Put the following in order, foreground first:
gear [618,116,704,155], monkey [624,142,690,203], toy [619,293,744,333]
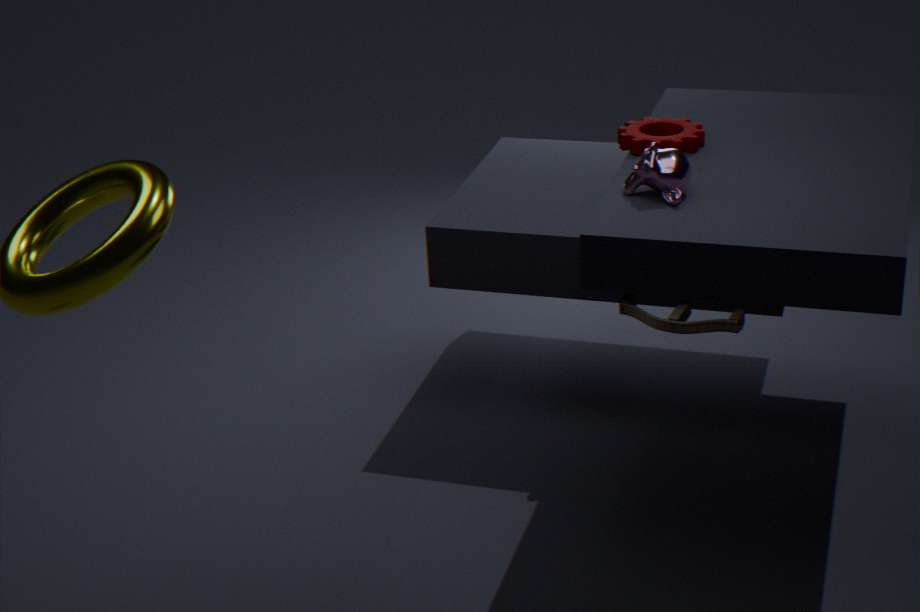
toy [619,293,744,333] < monkey [624,142,690,203] < gear [618,116,704,155]
